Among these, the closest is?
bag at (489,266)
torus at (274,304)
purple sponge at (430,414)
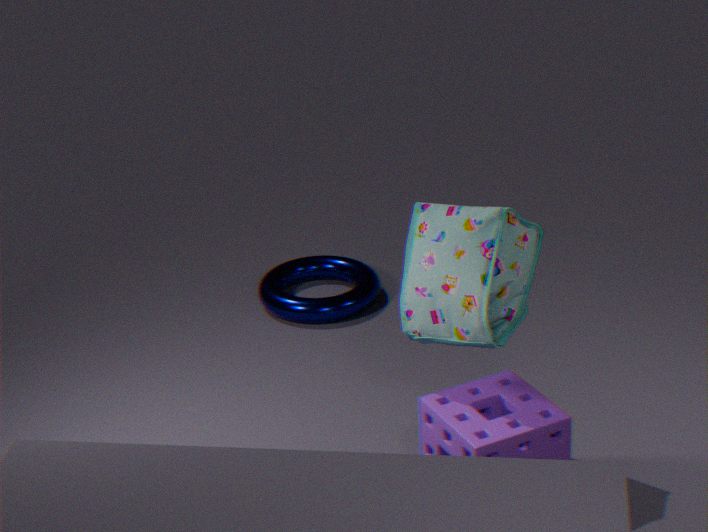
bag at (489,266)
